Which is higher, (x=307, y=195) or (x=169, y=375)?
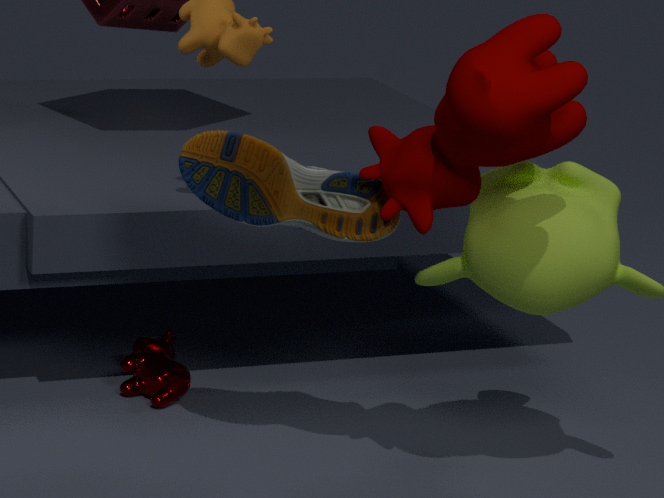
(x=307, y=195)
